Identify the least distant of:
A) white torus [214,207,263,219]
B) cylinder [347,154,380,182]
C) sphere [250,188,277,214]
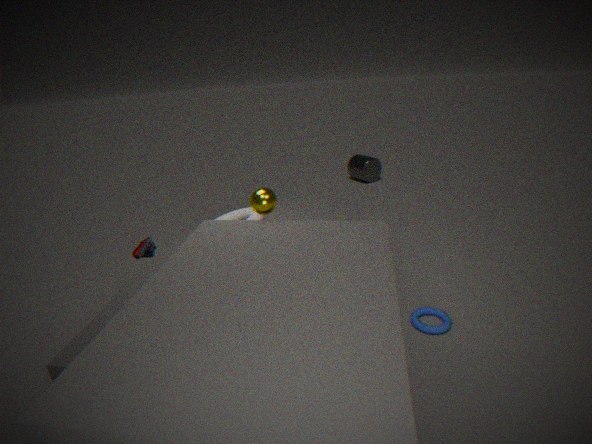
sphere [250,188,277,214]
